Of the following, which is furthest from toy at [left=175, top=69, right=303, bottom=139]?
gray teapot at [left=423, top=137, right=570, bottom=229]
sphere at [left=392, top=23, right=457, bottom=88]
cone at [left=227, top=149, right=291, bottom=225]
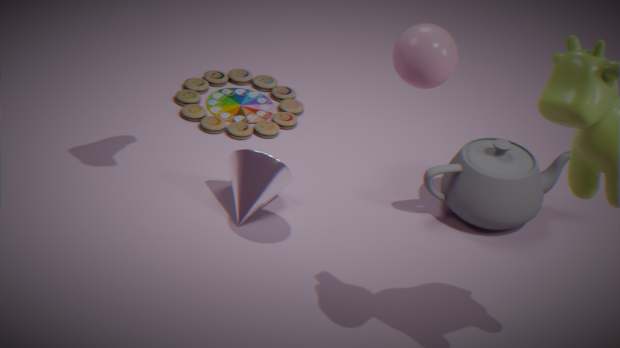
sphere at [left=392, top=23, right=457, bottom=88]
